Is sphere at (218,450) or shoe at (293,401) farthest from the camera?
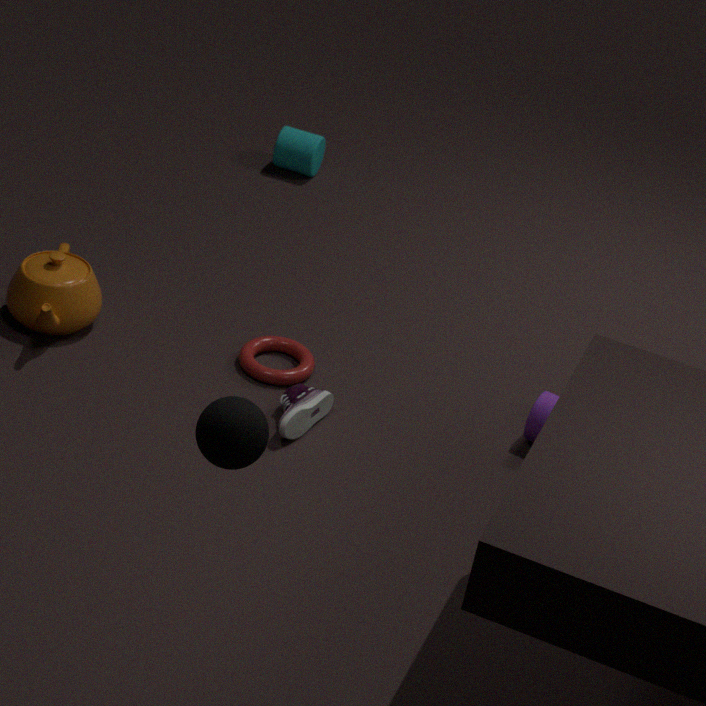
shoe at (293,401)
